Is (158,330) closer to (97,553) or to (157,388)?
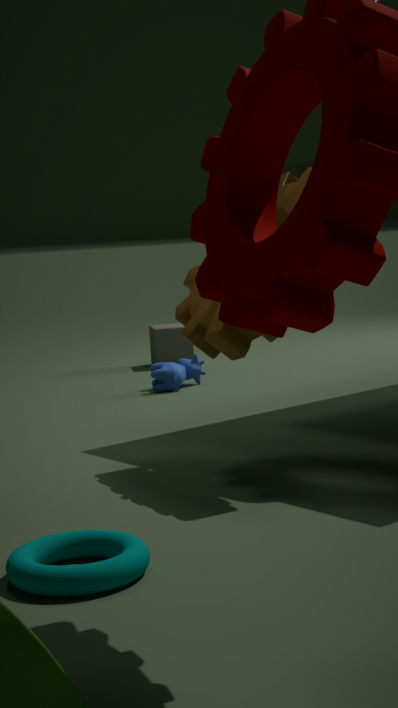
(157,388)
